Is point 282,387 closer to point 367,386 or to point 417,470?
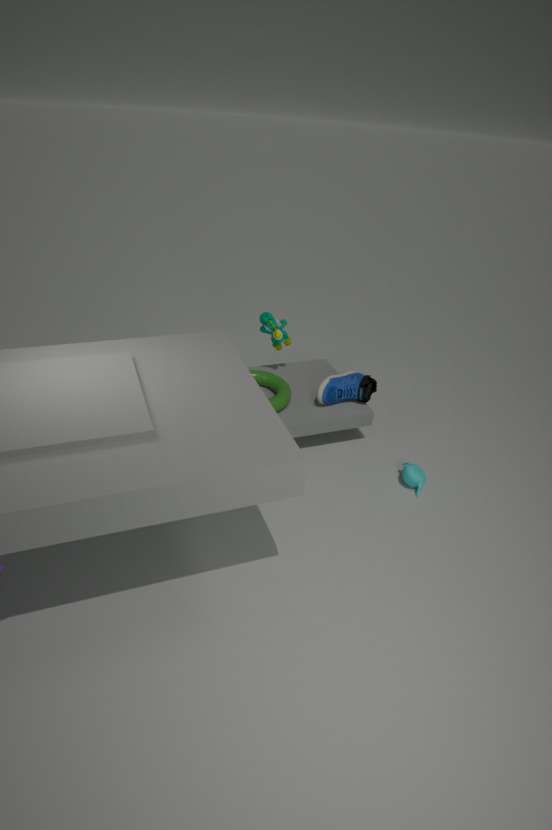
point 367,386
